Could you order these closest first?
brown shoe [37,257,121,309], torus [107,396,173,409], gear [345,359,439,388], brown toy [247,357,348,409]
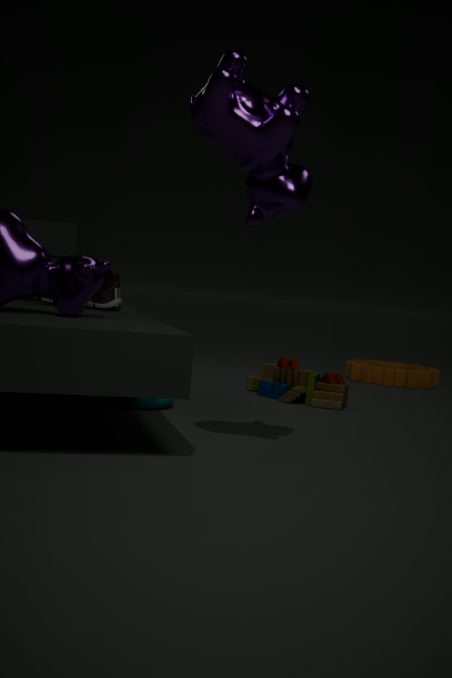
1. torus [107,396,173,409]
2. brown shoe [37,257,121,309]
3. brown toy [247,357,348,409]
4. gear [345,359,439,388]
